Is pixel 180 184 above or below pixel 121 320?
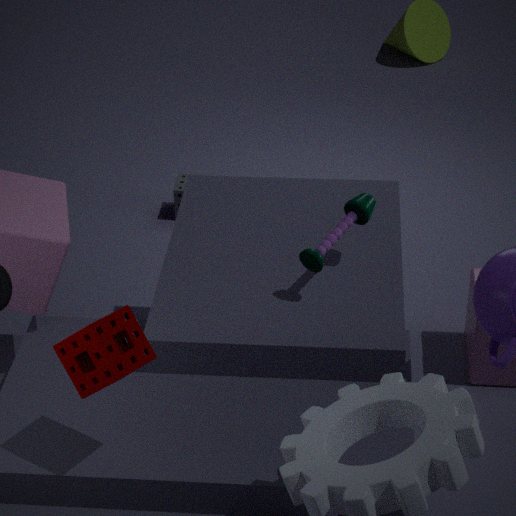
below
